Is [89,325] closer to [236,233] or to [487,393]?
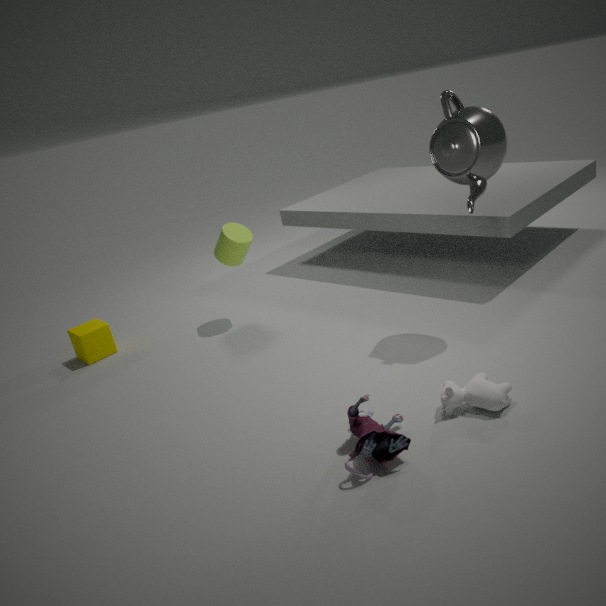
[236,233]
